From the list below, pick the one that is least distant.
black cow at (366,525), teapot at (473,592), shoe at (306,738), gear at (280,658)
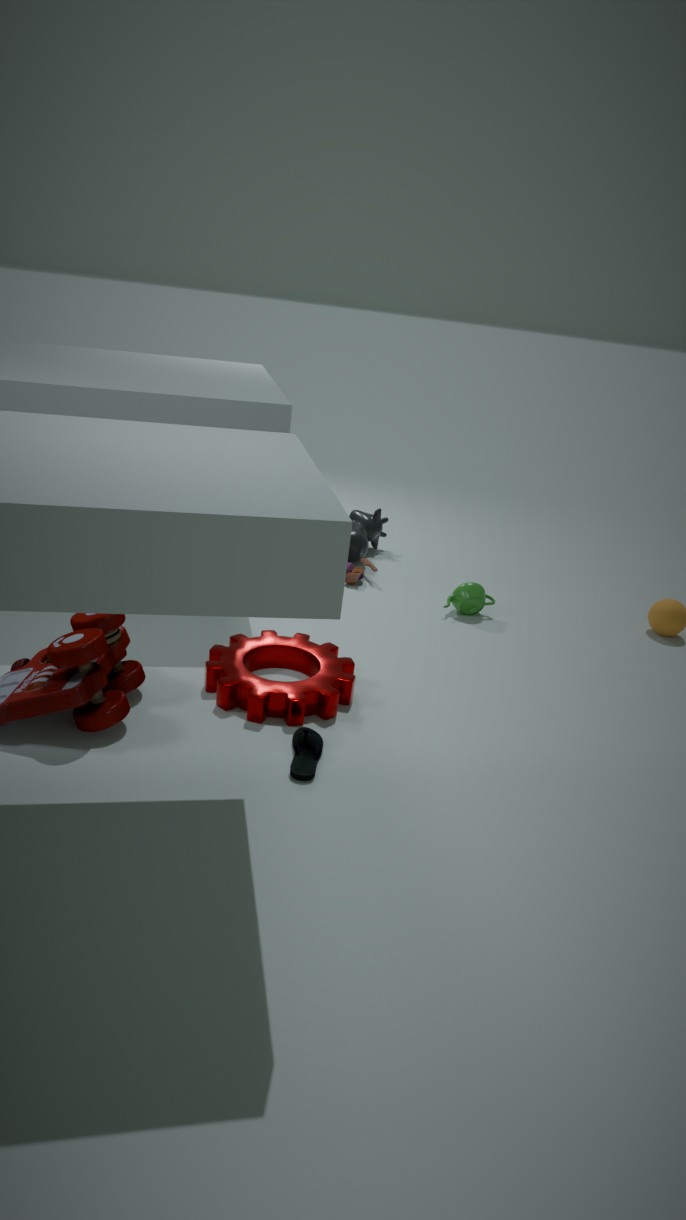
shoe at (306,738)
